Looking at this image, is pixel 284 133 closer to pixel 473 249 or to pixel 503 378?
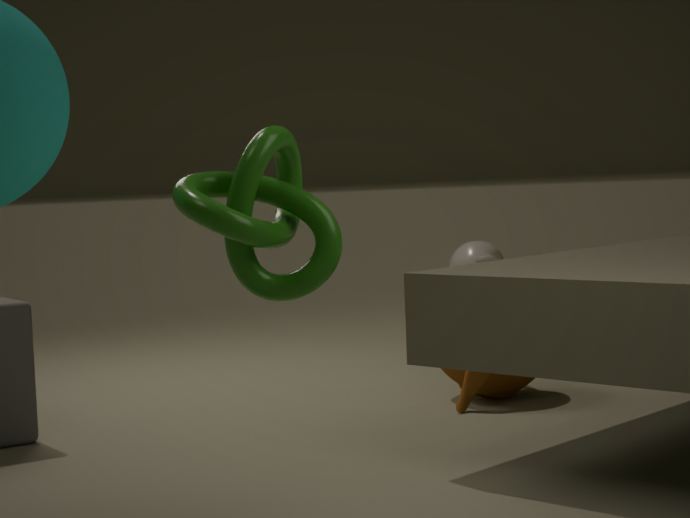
pixel 503 378
